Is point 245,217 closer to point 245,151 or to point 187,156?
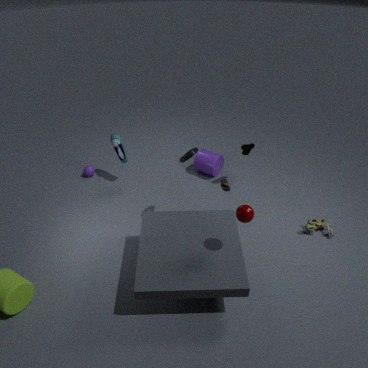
point 187,156
